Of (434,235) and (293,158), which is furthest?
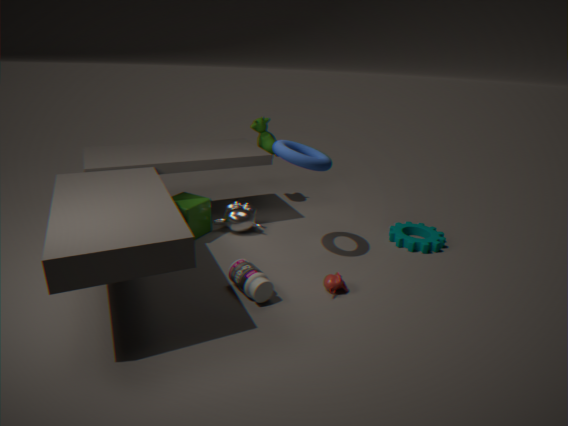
(434,235)
